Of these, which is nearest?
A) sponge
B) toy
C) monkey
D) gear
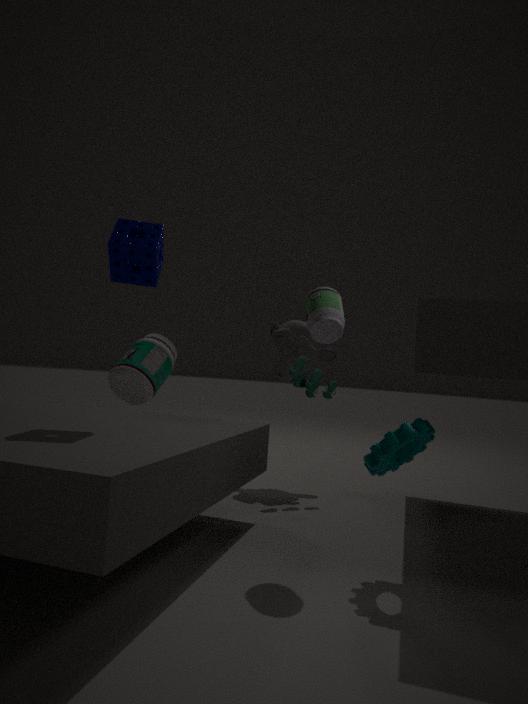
gear
